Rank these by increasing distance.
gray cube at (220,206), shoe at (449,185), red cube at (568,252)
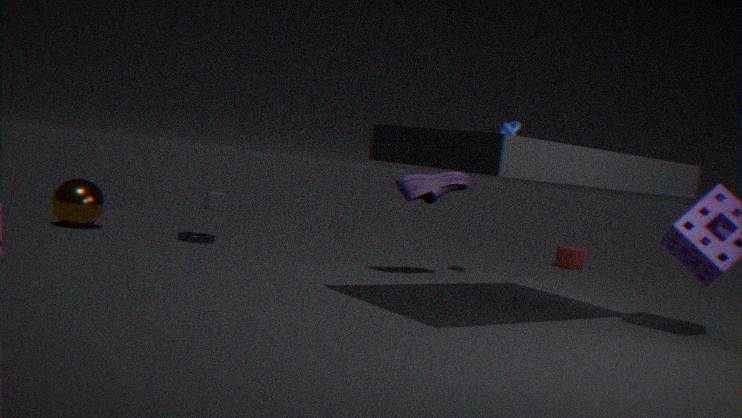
shoe at (449,185)
red cube at (568,252)
gray cube at (220,206)
